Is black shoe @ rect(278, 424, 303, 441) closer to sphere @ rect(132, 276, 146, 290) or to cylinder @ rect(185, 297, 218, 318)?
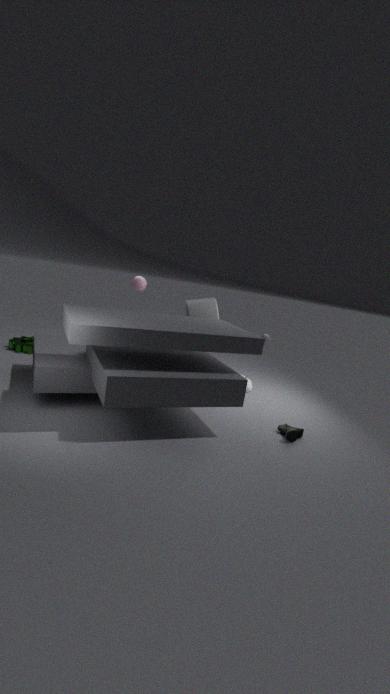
cylinder @ rect(185, 297, 218, 318)
